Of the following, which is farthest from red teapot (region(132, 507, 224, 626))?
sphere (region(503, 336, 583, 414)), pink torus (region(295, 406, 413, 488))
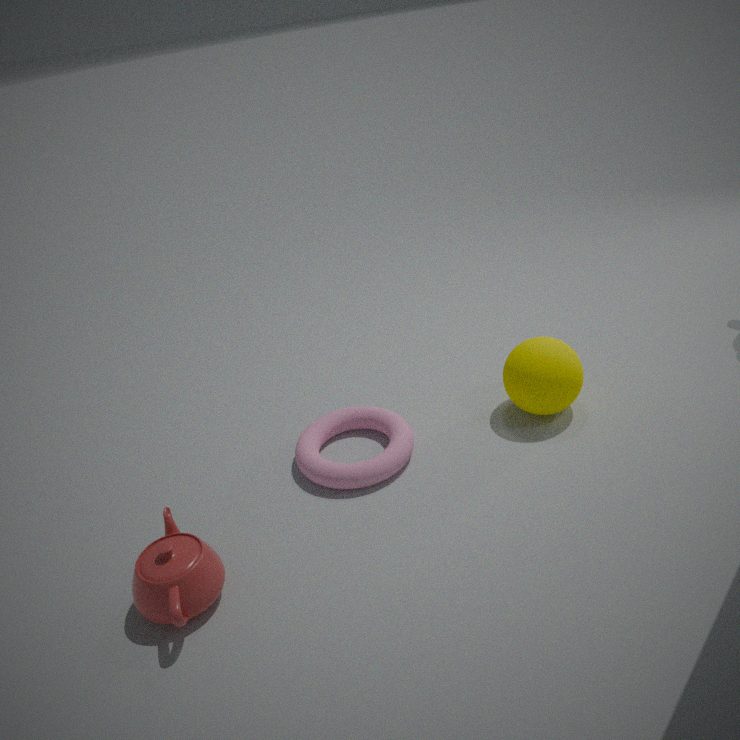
sphere (region(503, 336, 583, 414))
